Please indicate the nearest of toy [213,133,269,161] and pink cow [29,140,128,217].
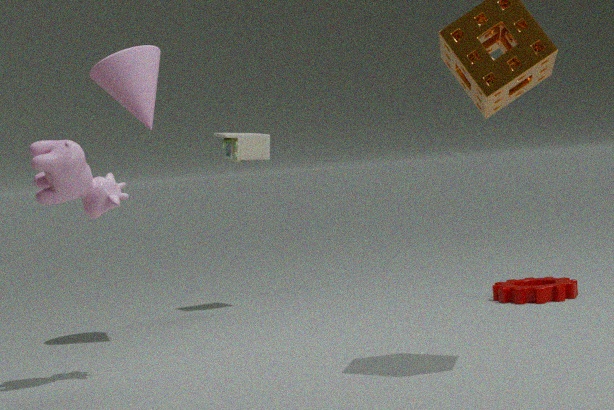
pink cow [29,140,128,217]
